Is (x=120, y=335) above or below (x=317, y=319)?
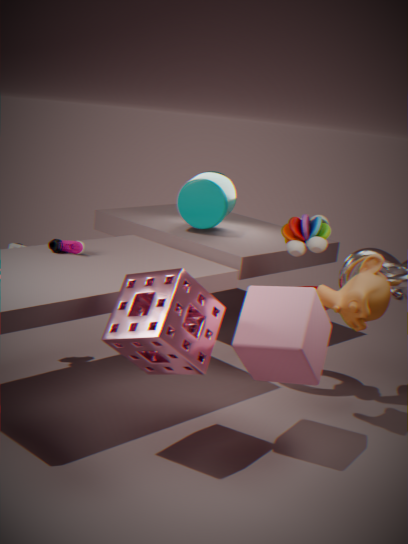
above
